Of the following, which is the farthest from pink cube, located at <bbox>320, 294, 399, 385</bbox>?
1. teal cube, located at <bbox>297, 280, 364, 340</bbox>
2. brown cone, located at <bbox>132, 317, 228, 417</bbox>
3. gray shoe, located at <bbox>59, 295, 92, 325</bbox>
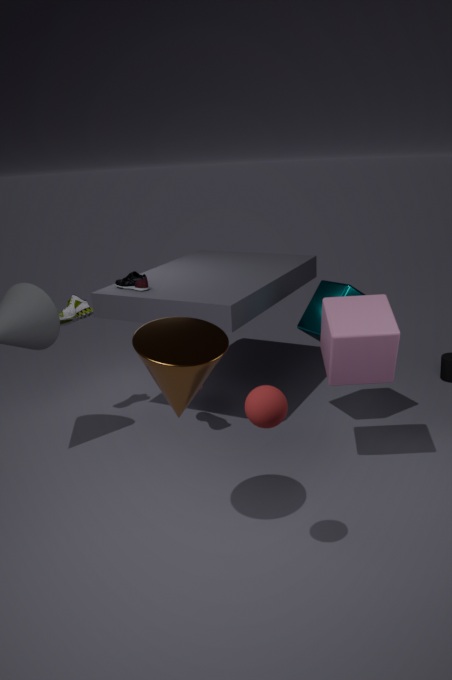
gray shoe, located at <bbox>59, 295, 92, 325</bbox>
